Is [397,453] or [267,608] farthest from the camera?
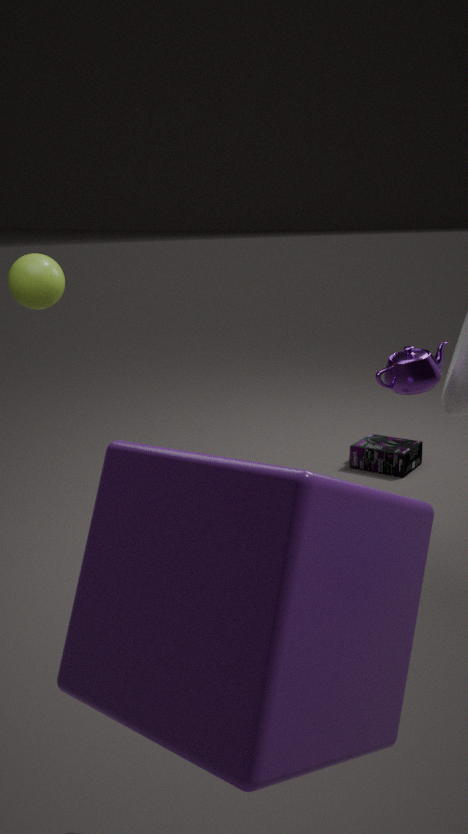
[397,453]
